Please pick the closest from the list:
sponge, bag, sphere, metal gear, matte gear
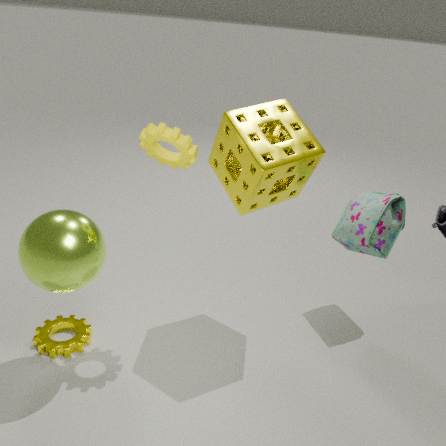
sphere
